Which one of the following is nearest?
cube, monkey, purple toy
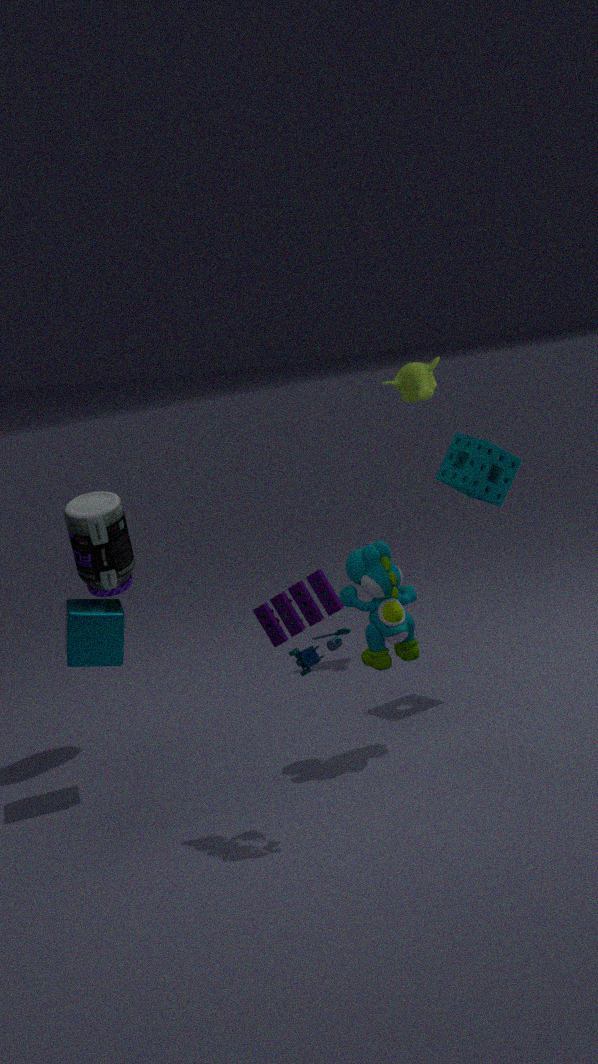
purple toy
